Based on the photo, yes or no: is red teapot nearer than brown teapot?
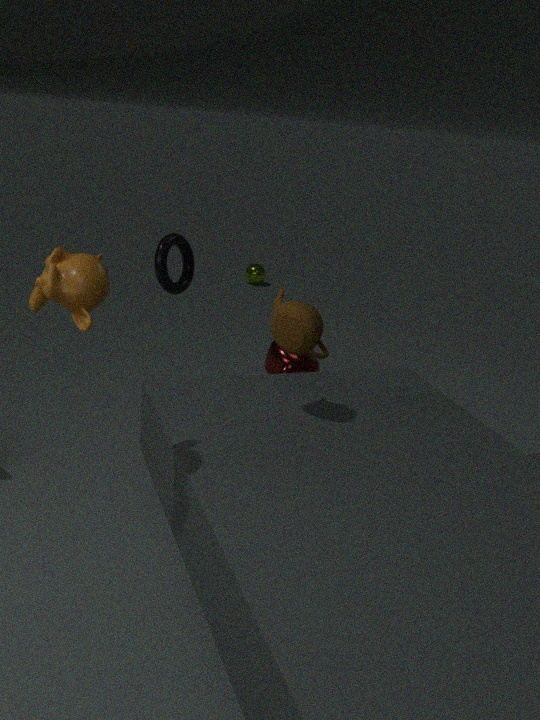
No
